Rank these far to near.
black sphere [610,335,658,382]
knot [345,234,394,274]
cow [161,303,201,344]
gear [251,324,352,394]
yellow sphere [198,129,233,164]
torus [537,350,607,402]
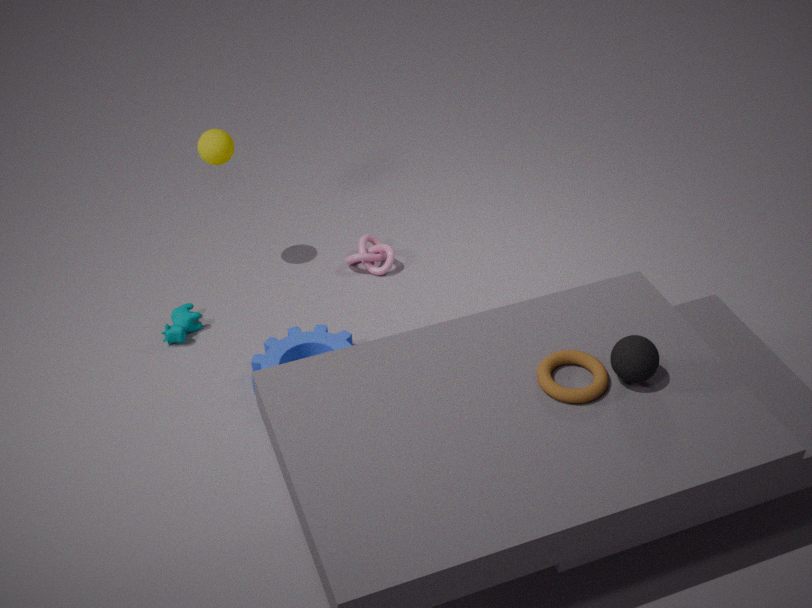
knot [345,234,394,274] → yellow sphere [198,129,233,164] → cow [161,303,201,344] → gear [251,324,352,394] → torus [537,350,607,402] → black sphere [610,335,658,382]
